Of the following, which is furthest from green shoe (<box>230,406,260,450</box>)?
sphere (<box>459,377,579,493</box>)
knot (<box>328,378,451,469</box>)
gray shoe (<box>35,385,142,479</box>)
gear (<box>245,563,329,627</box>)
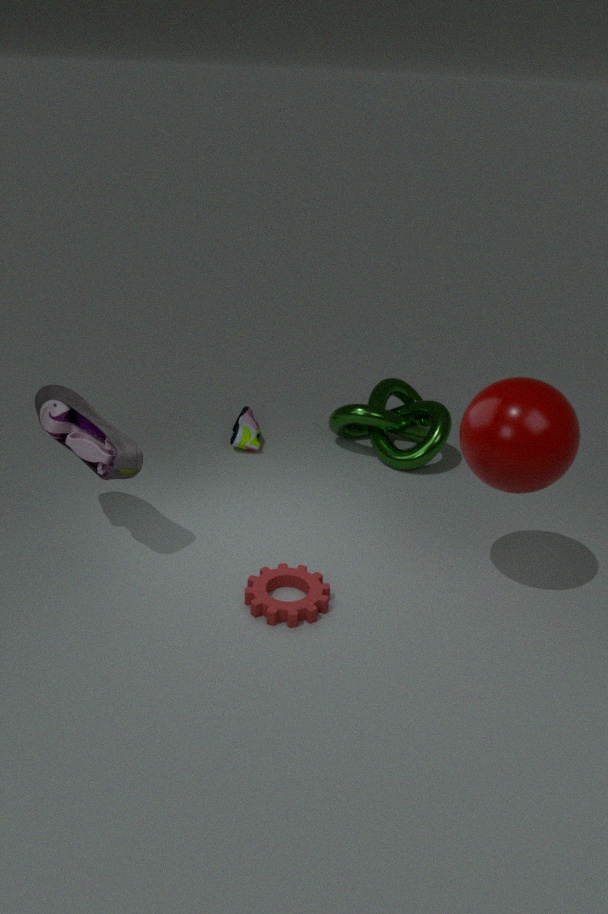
sphere (<box>459,377,579,493</box>)
